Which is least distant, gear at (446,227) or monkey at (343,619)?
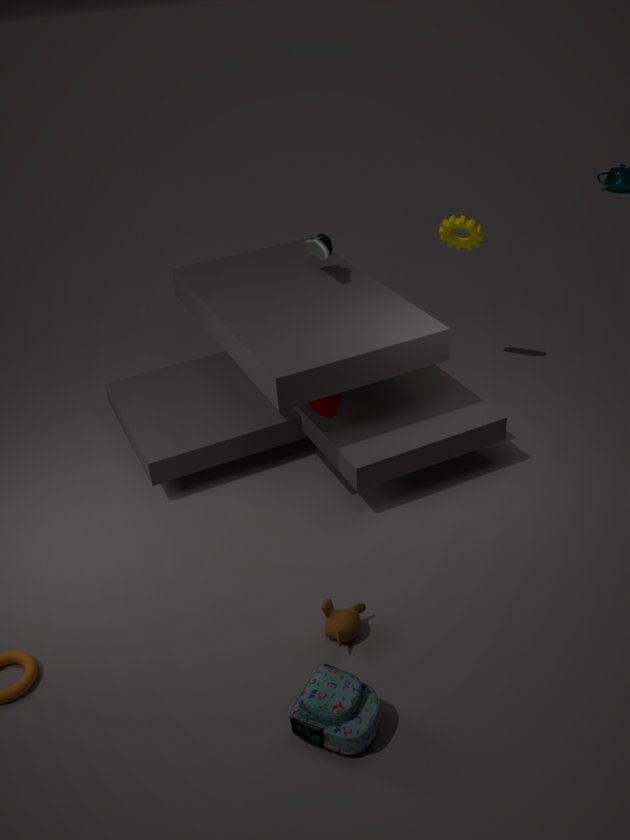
monkey at (343,619)
